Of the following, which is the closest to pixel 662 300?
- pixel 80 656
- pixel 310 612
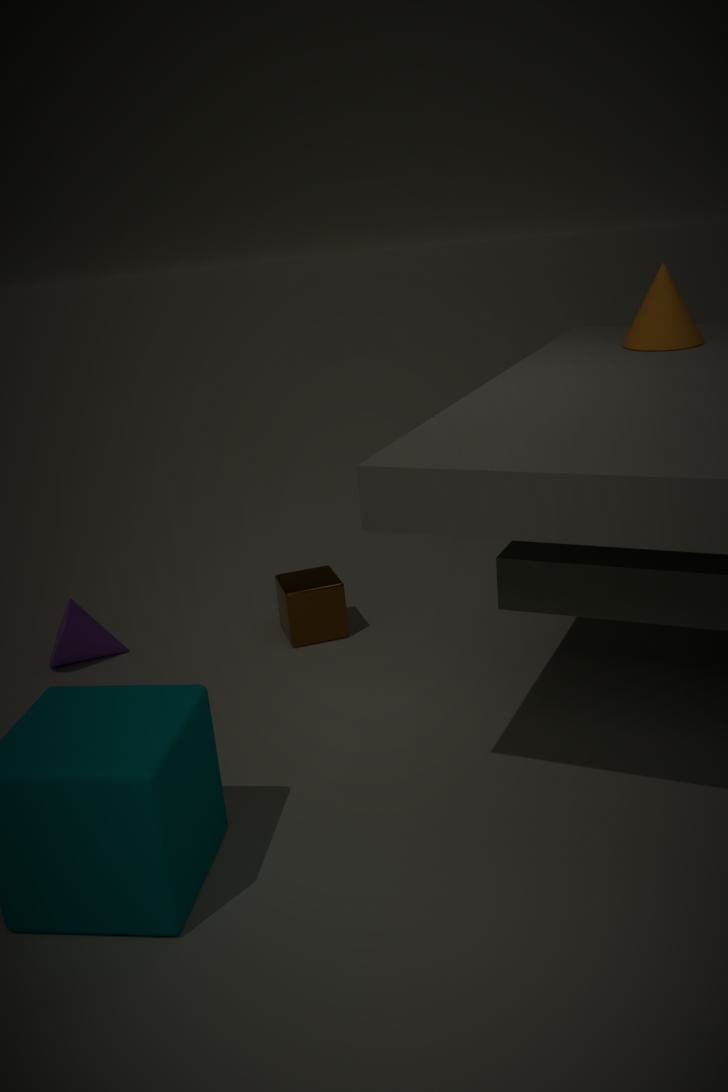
pixel 310 612
